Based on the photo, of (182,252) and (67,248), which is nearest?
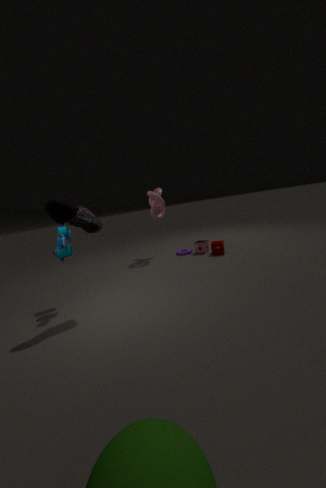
(67,248)
